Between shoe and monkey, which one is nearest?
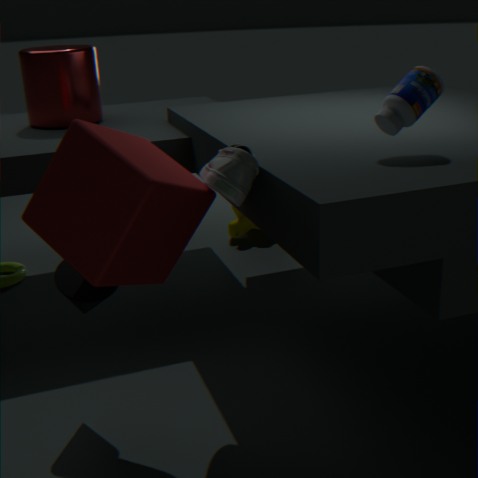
shoe
